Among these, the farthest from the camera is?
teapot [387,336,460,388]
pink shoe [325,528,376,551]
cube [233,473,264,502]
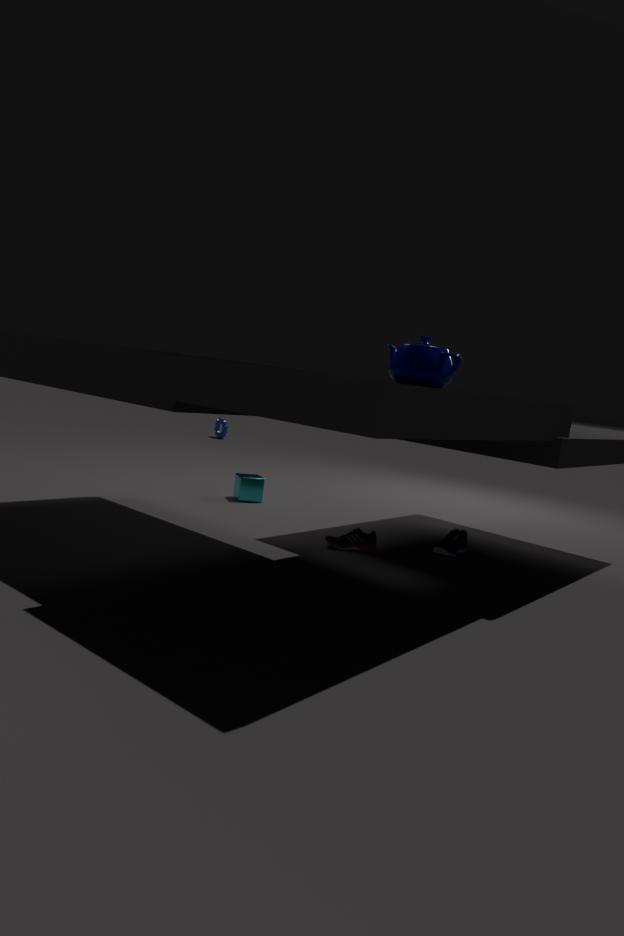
cube [233,473,264,502]
